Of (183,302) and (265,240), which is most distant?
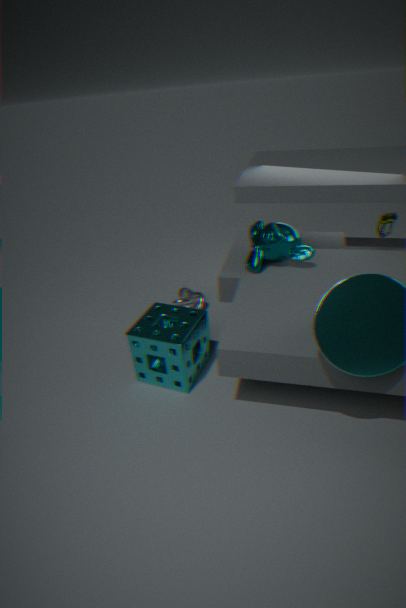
(183,302)
